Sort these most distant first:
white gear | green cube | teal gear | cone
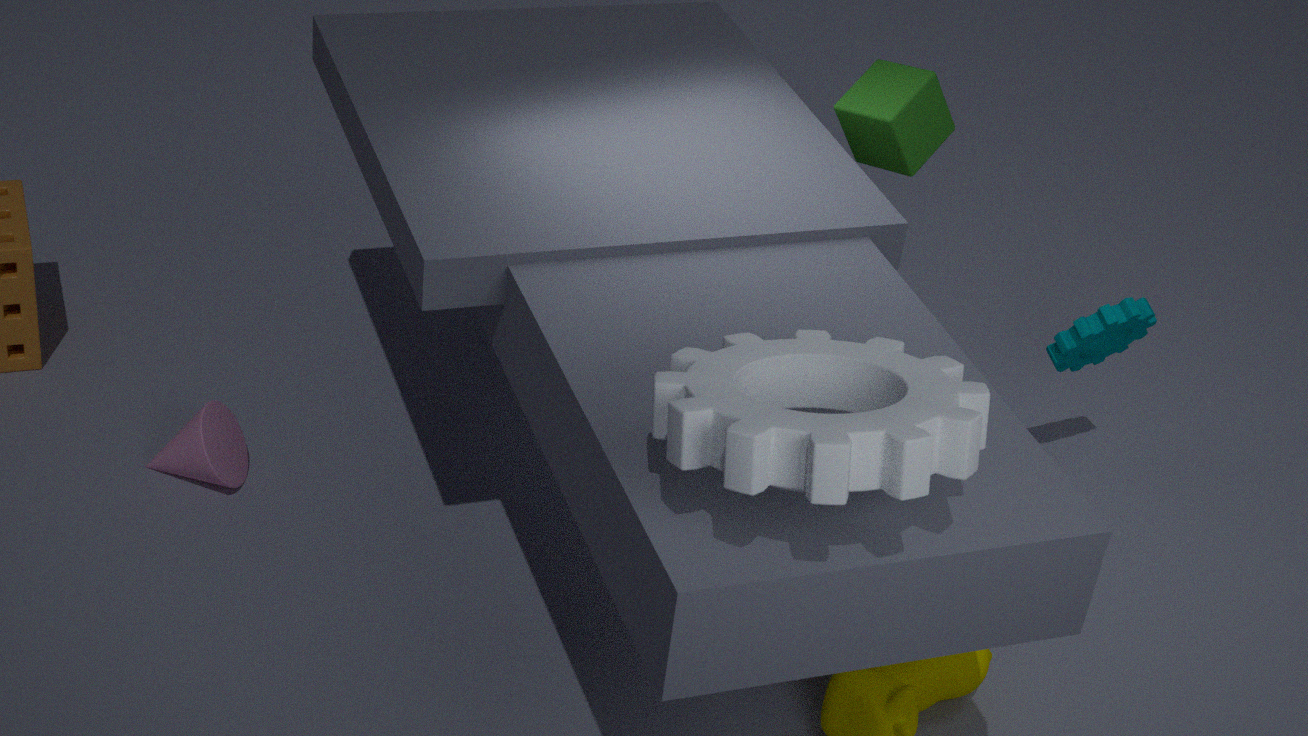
teal gear → cone → green cube → white gear
